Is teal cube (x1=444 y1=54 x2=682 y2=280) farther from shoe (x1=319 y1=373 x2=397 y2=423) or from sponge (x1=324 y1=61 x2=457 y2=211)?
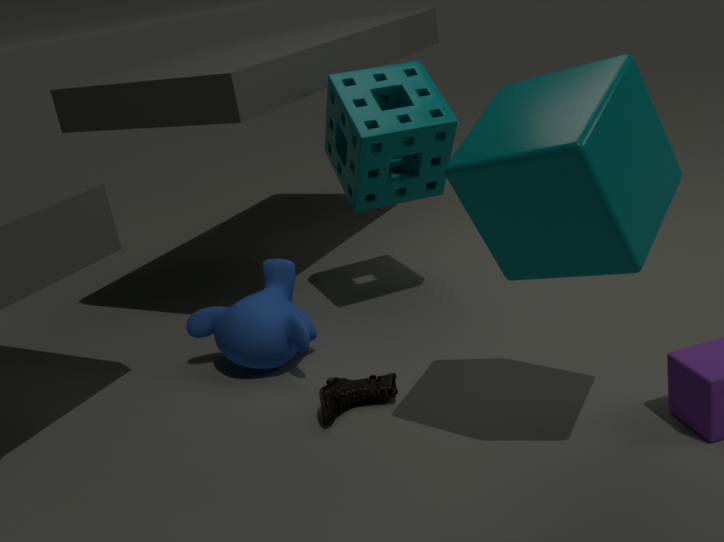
sponge (x1=324 y1=61 x2=457 y2=211)
